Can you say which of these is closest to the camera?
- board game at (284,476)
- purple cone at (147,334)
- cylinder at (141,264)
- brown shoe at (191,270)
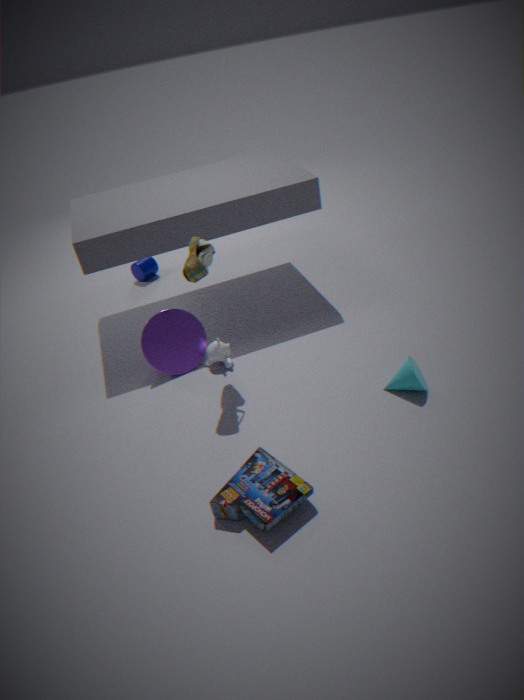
board game at (284,476)
